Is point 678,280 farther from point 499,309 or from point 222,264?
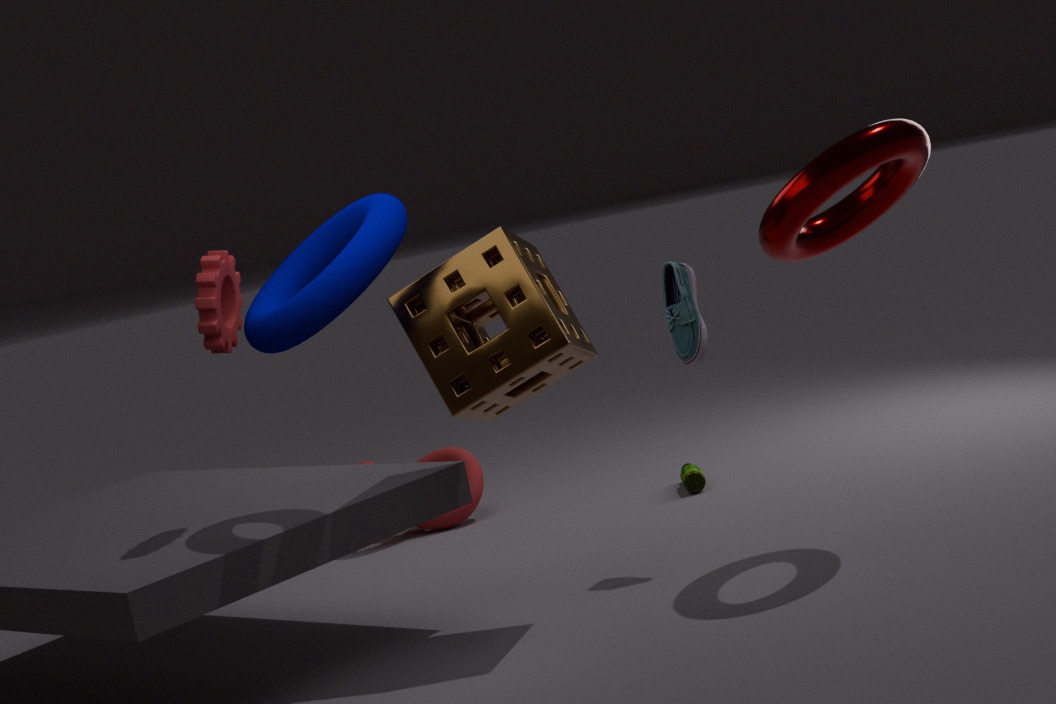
point 222,264
